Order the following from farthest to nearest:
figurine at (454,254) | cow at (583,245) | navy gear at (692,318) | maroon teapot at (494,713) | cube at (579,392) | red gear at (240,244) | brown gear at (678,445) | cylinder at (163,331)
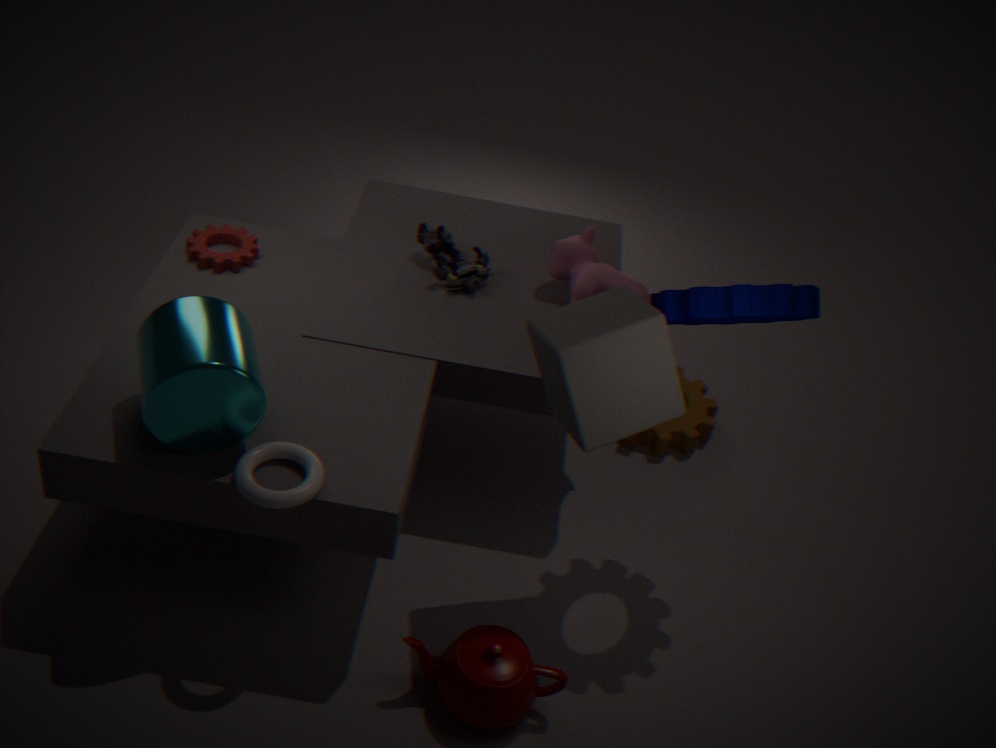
brown gear at (678,445), figurine at (454,254), red gear at (240,244), cow at (583,245), navy gear at (692,318), maroon teapot at (494,713), cube at (579,392), cylinder at (163,331)
